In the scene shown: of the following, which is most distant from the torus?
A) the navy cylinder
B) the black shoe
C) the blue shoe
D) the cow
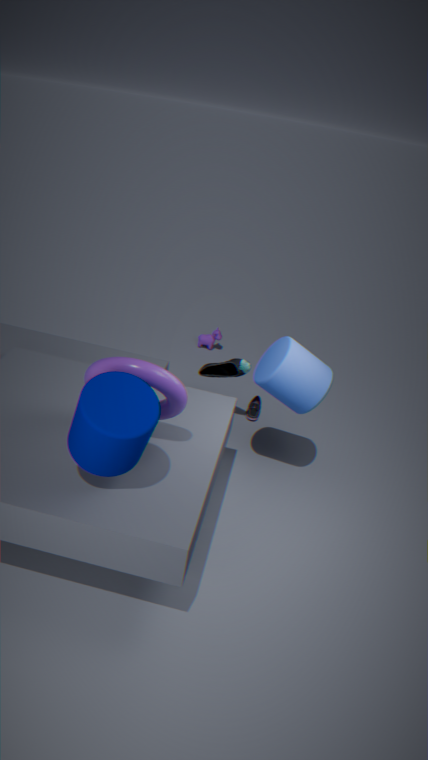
the cow
